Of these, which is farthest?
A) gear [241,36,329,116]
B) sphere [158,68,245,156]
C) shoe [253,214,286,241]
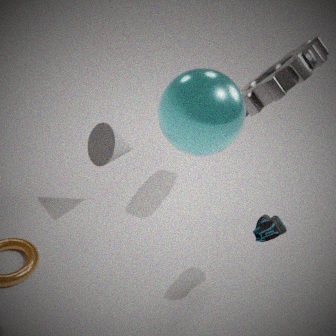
gear [241,36,329,116]
